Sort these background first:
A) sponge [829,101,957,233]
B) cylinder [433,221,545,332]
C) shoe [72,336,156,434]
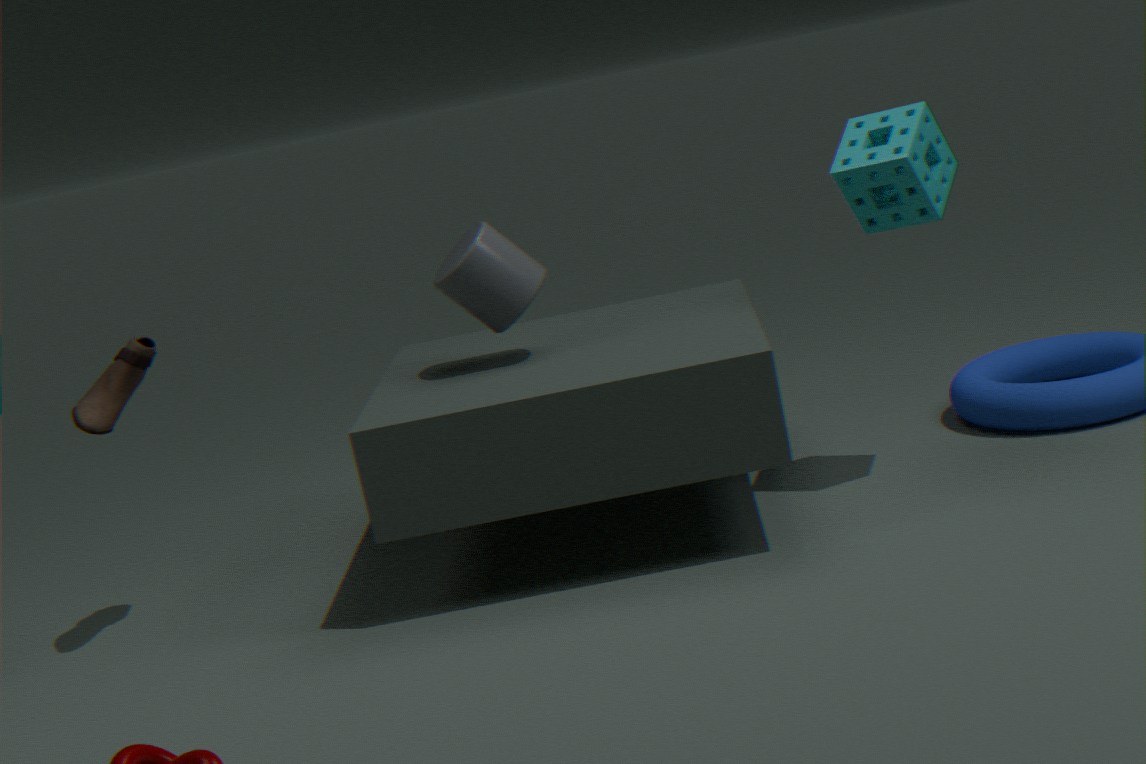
cylinder [433,221,545,332] → shoe [72,336,156,434] → sponge [829,101,957,233]
